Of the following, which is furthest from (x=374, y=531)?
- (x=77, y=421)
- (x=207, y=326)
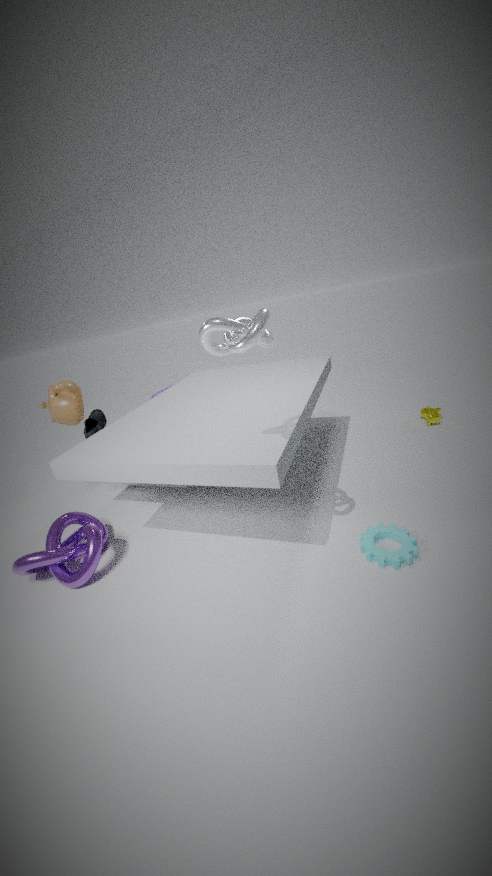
(x=77, y=421)
